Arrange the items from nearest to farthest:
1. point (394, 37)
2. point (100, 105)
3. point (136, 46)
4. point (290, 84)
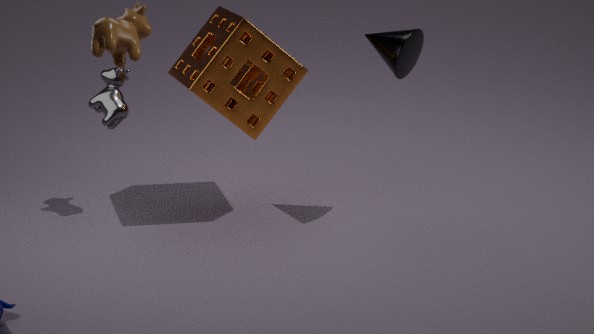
point (136, 46)
point (394, 37)
point (290, 84)
point (100, 105)
